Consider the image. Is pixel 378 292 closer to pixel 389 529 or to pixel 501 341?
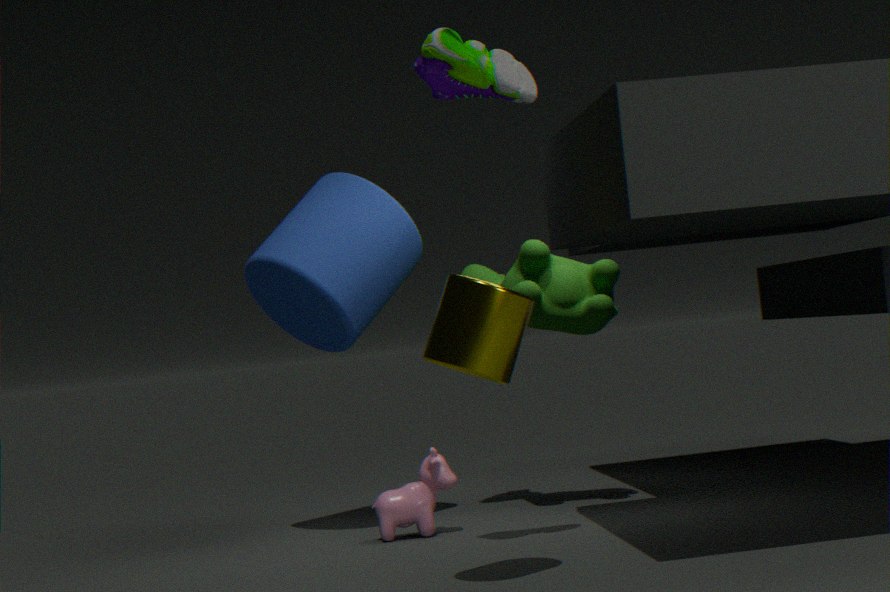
pixel 389 529
